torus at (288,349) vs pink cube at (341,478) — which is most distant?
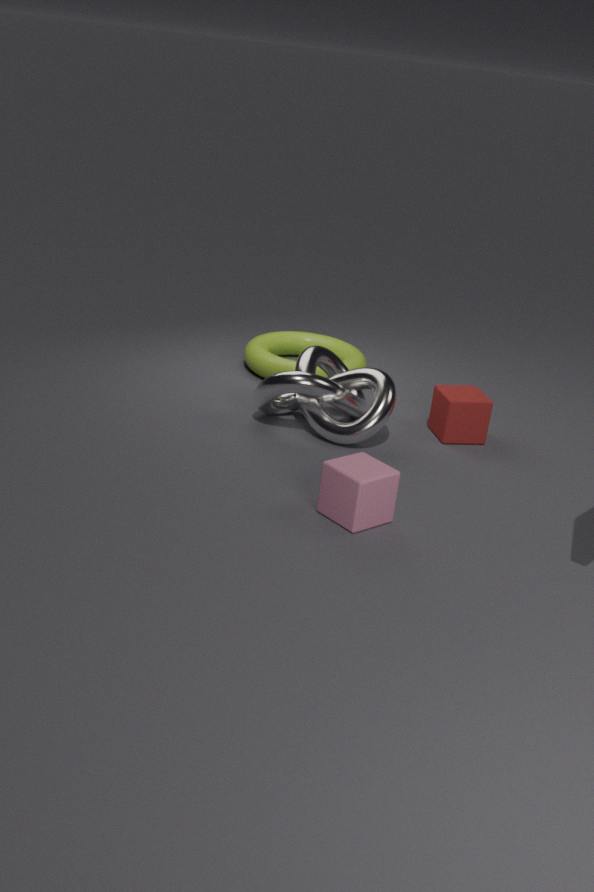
torus at (288,349)
